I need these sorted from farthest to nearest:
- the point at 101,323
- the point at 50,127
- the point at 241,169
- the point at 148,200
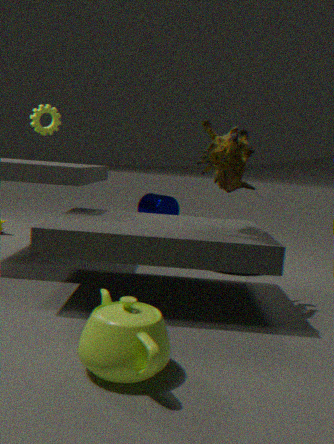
the point at 148,200 → the point at 50,127 → the point at 241,169 → the point at 101,323
